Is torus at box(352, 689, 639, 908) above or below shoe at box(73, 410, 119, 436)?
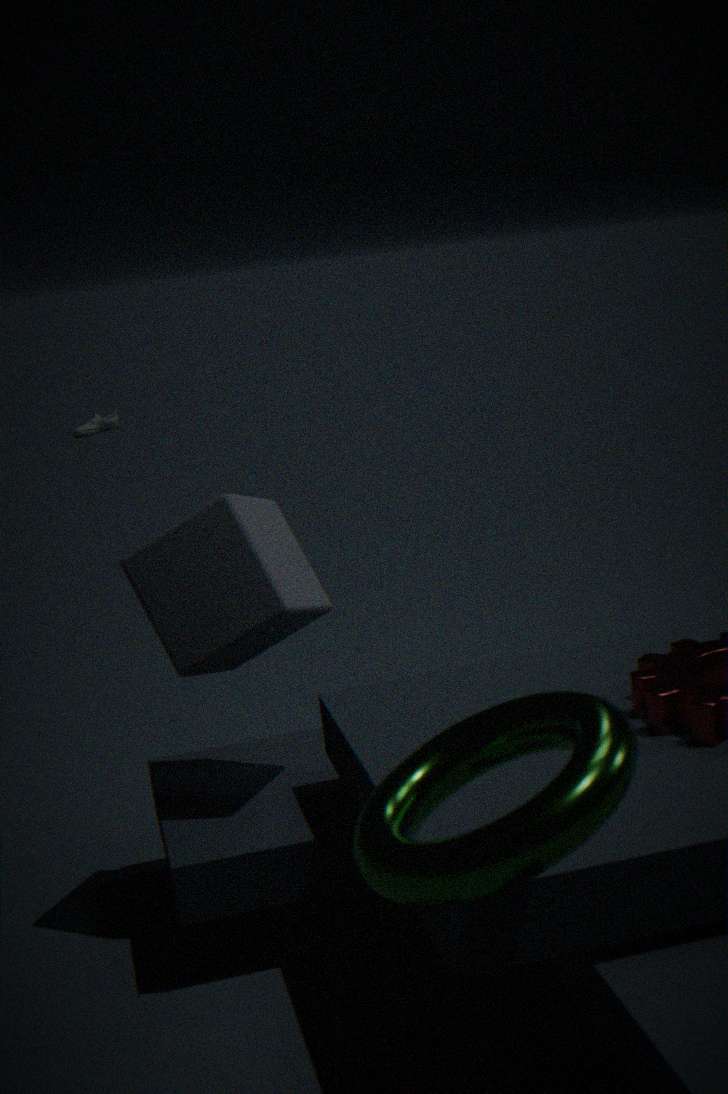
above
